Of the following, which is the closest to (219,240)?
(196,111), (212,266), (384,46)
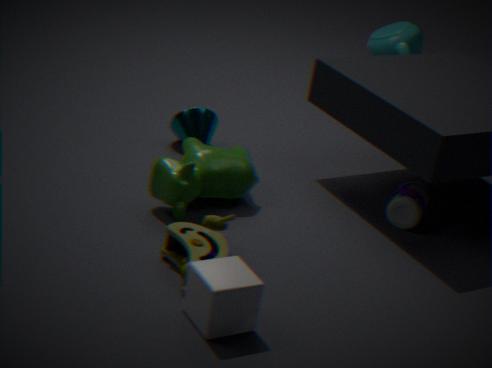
(212,266)
